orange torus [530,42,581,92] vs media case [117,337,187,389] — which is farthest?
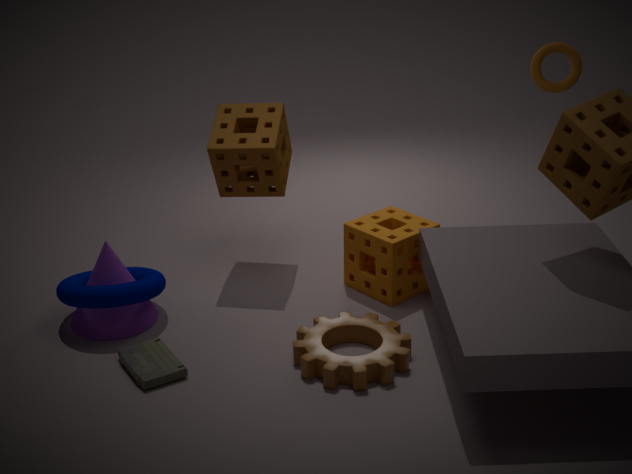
orange torus [530,42,581,92]
